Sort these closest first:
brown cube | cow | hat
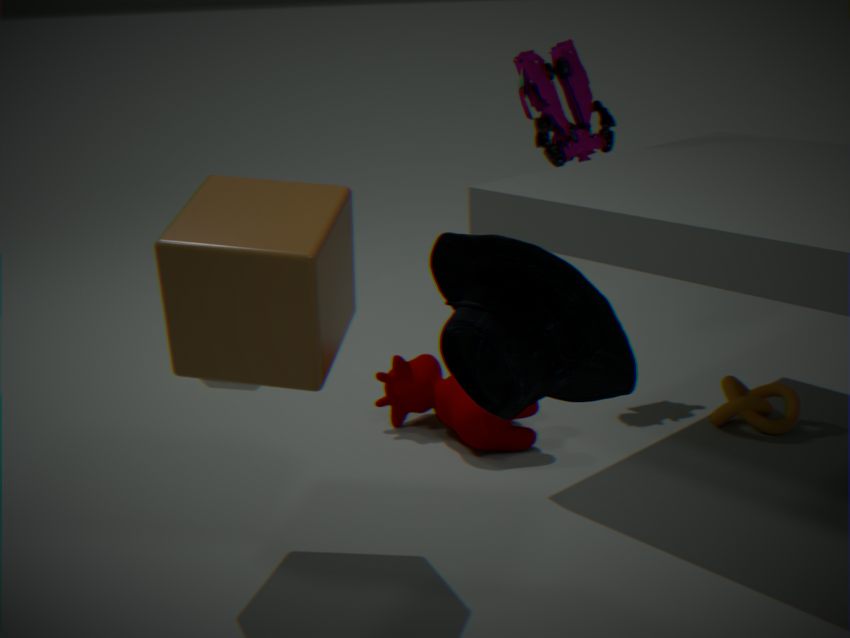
1. hat
2. brown cube
3. cow
